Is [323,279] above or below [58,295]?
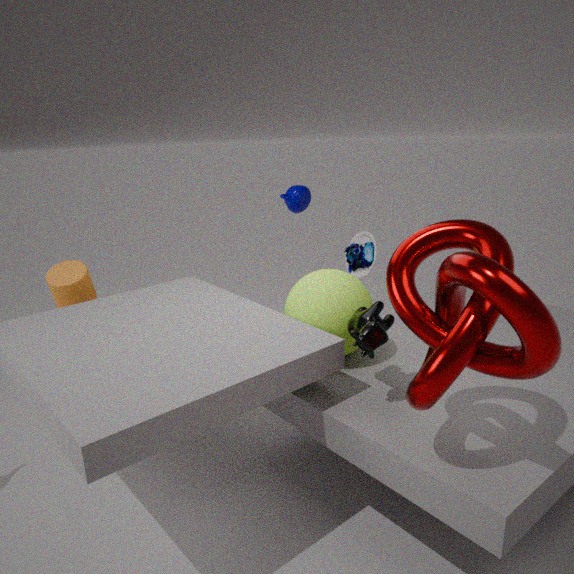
below
